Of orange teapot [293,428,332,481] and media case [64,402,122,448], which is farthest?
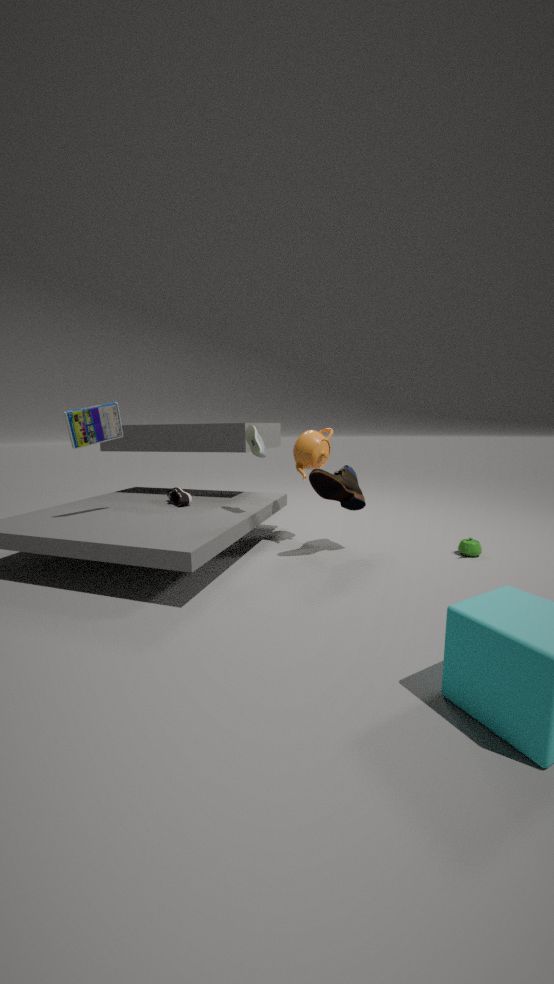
orange teapot [293,428,332,481]
